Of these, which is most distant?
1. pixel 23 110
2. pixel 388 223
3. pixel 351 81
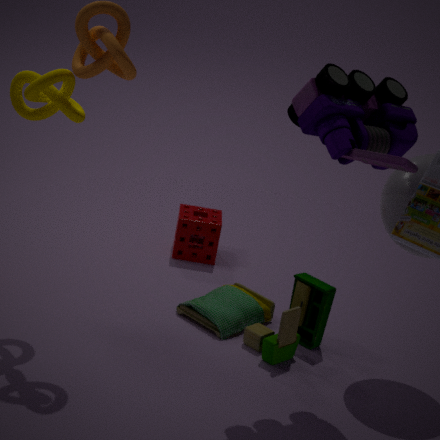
pixel 388 223
